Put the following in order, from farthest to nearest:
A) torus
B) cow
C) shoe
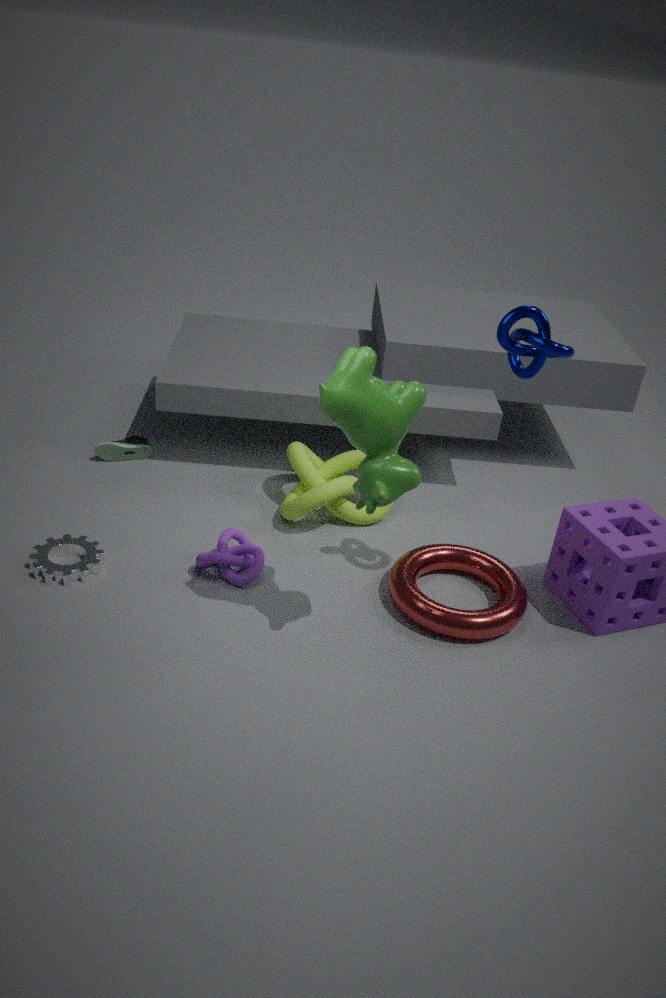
1. shoe
2. torus
3. cow
